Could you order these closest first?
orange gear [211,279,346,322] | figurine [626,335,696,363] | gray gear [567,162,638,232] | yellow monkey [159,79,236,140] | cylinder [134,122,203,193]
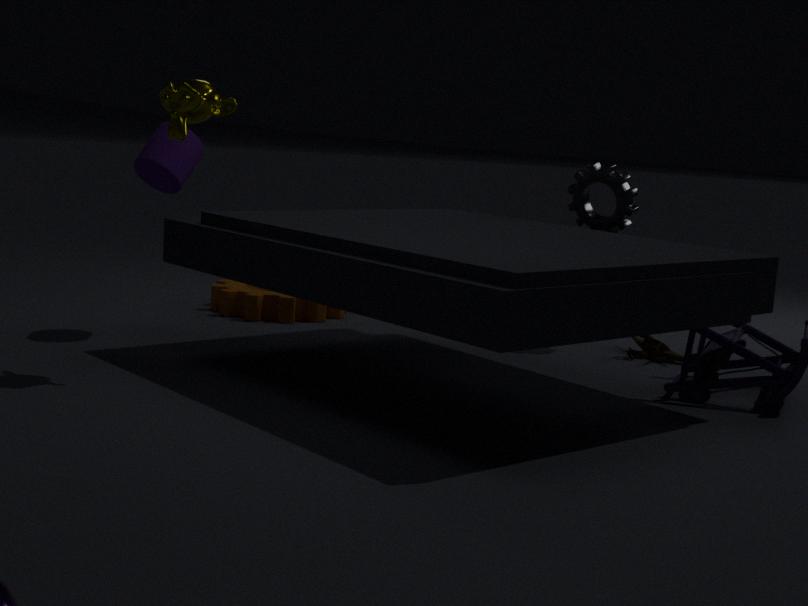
yellow monkey [159,79,236,140], cylinder [134,122,203,193], figurine [626,335,696,363], gray gear [567,162,638,232], orange gear [211,279,346,322]
